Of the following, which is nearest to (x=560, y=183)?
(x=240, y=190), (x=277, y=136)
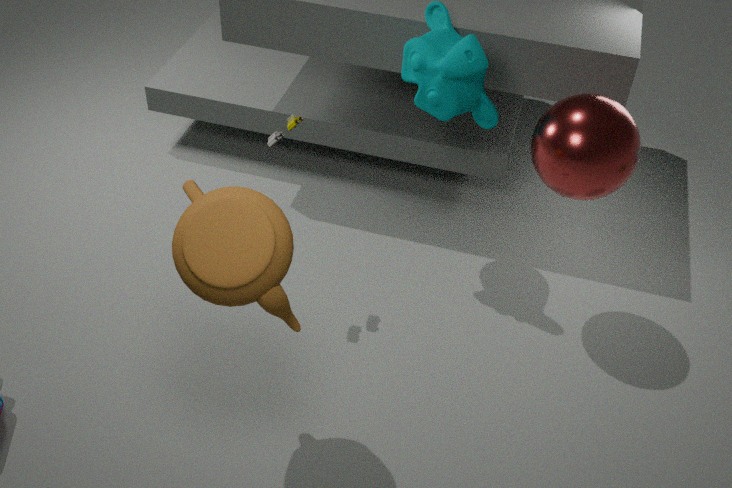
(x=277, y=136)
